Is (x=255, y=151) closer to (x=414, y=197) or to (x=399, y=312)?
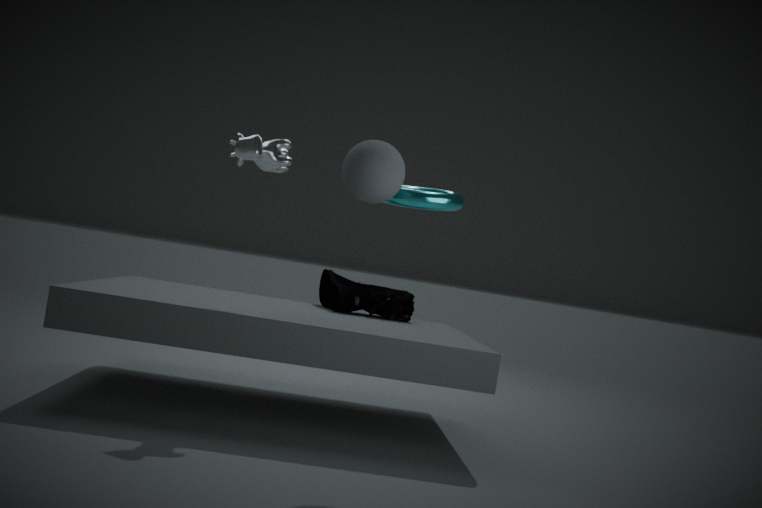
(x=414, y=197)
